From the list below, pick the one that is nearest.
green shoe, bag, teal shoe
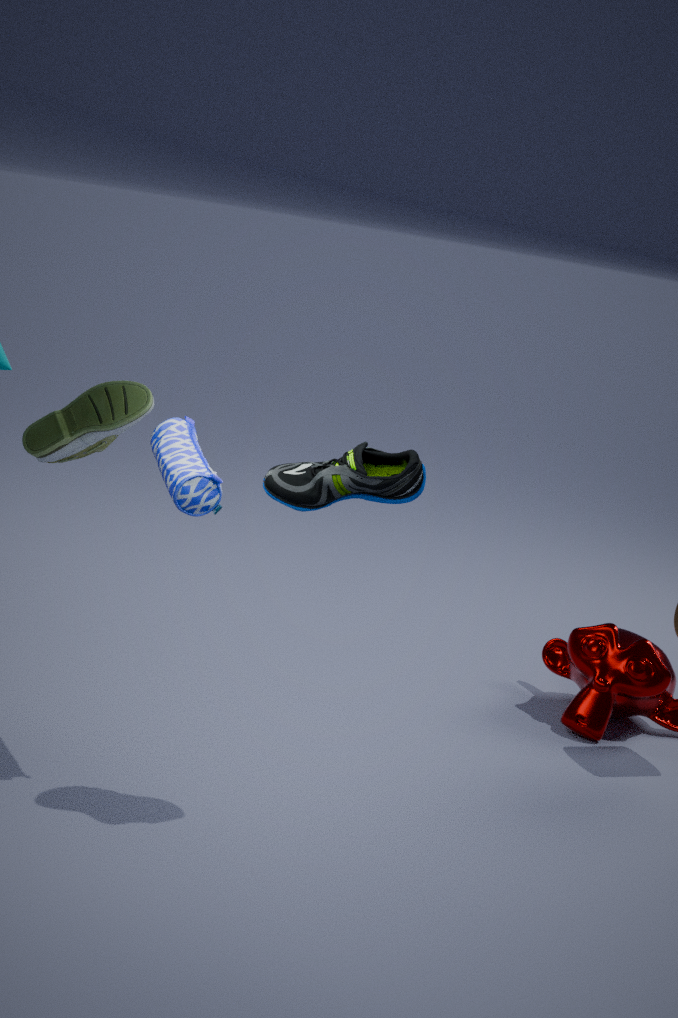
teal shoe
